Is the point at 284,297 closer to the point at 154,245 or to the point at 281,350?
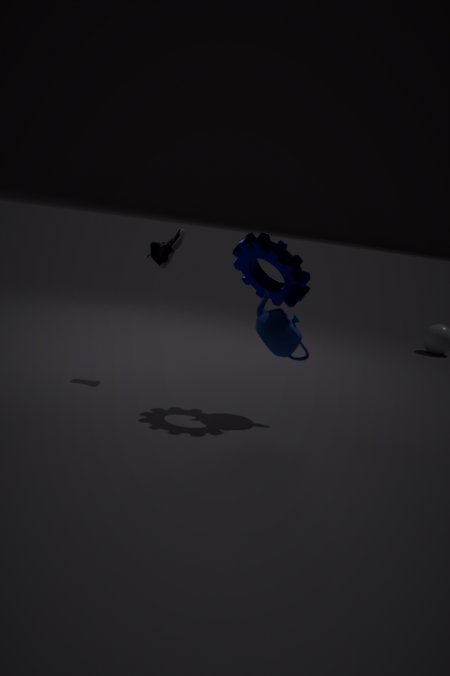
the point at 281,350
